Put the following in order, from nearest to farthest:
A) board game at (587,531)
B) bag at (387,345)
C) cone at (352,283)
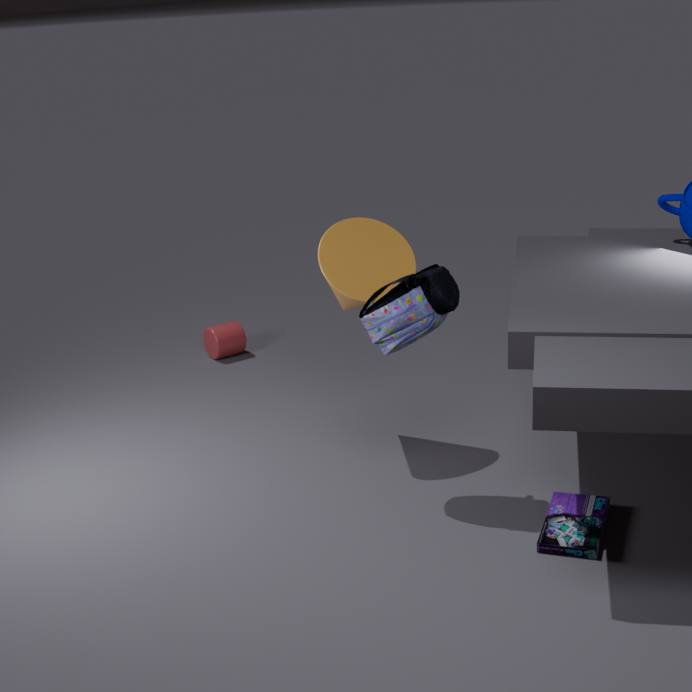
board game at (587,531) → bag at (387,345) → cone at (352,283)
